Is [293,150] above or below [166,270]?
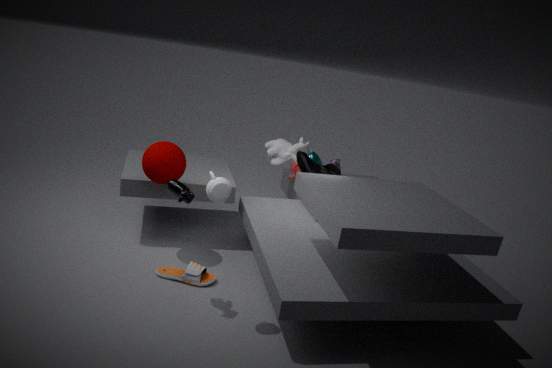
above
